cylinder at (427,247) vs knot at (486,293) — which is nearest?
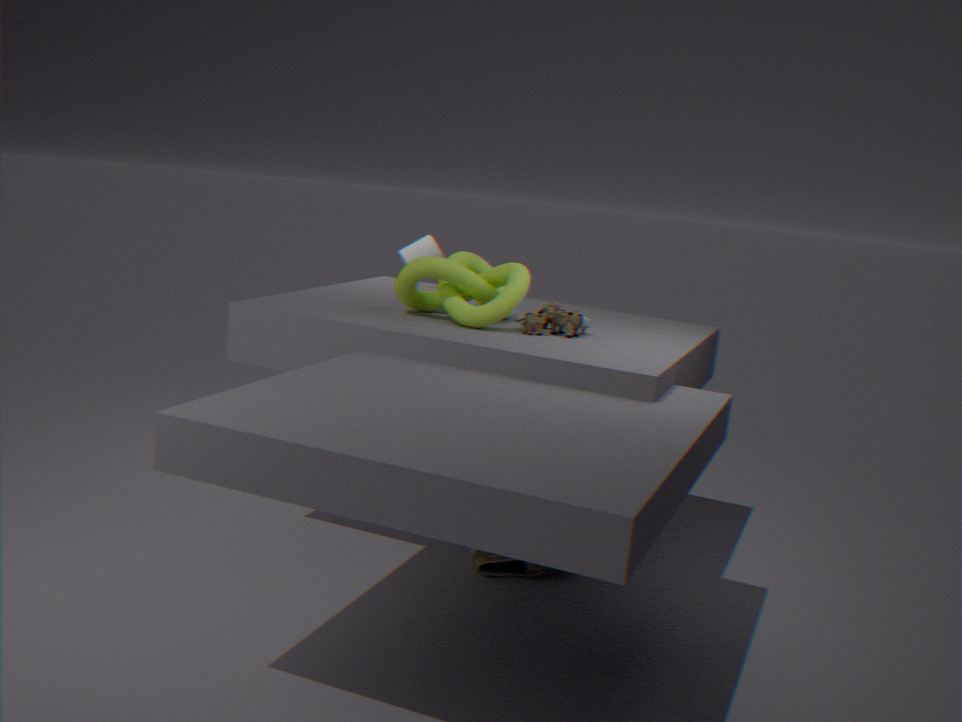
knot at (486,293)
